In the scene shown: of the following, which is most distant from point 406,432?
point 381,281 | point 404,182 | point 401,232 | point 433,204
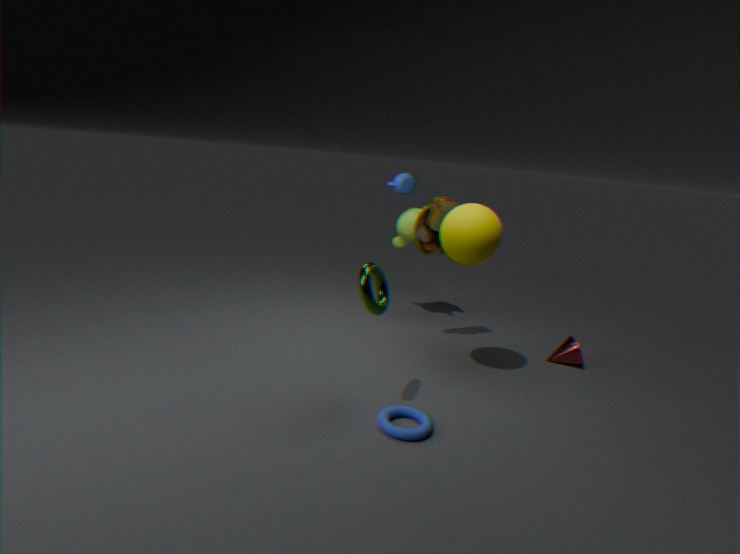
point 404,182
